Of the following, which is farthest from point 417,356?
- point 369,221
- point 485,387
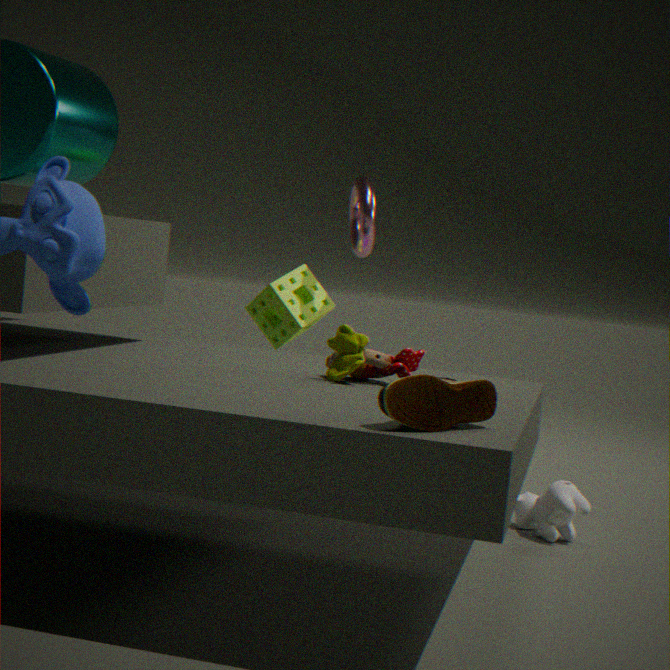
point 369,221
